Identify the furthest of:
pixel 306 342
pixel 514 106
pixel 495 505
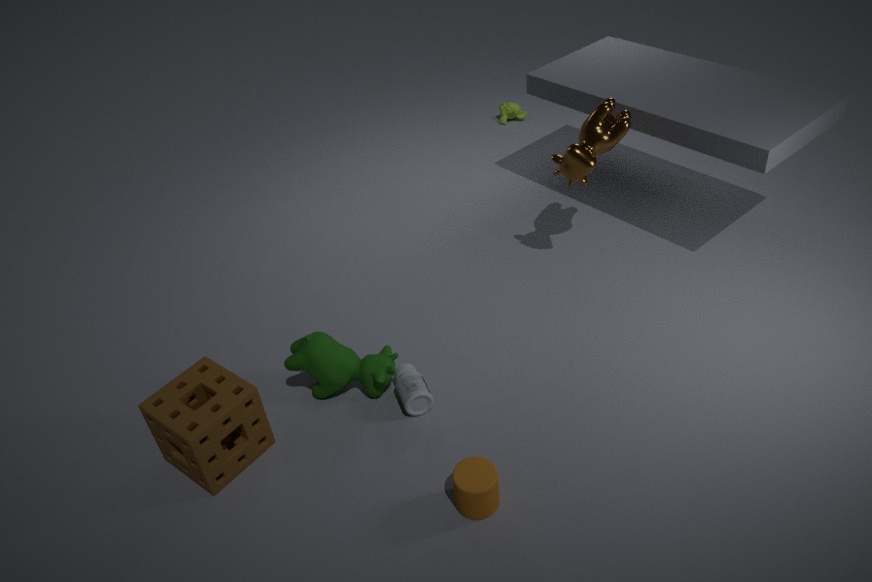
pixel 514 106
